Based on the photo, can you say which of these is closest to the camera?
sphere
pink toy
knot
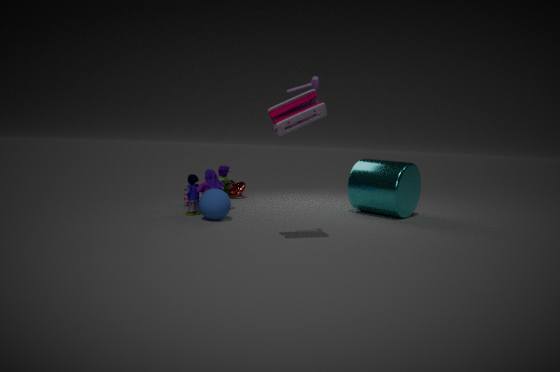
pink toy
